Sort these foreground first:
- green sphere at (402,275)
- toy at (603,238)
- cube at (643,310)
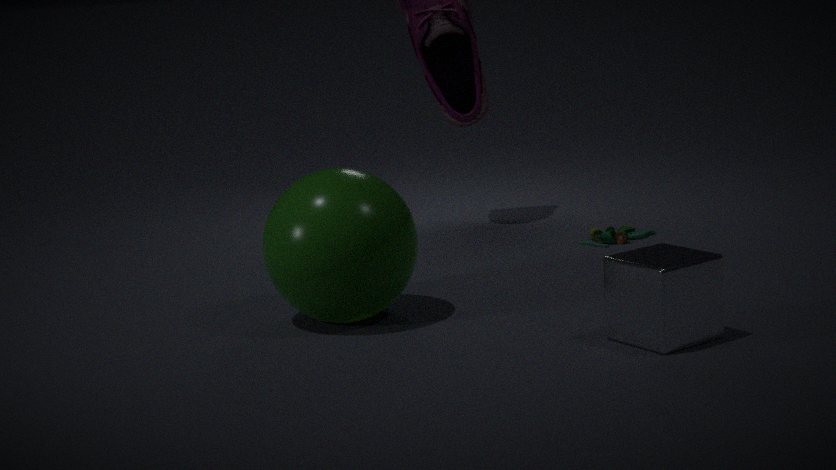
cube at (643,310) < green sphere at (402,275) < toy at (603,238)
